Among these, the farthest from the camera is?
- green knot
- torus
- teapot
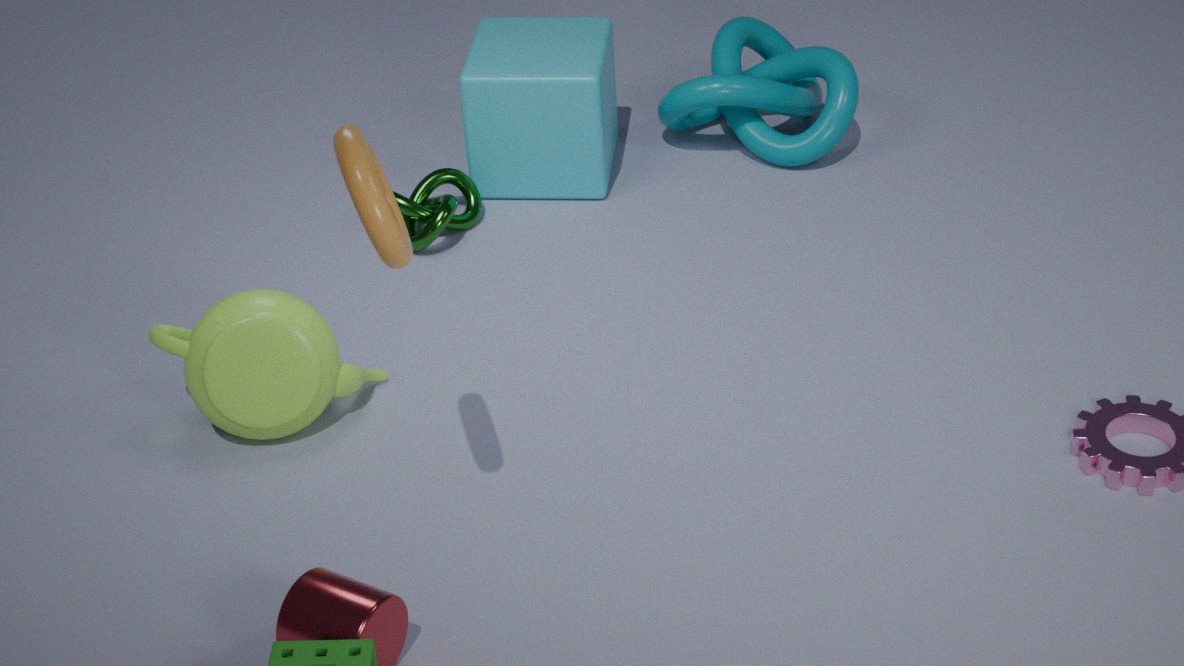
green knot
